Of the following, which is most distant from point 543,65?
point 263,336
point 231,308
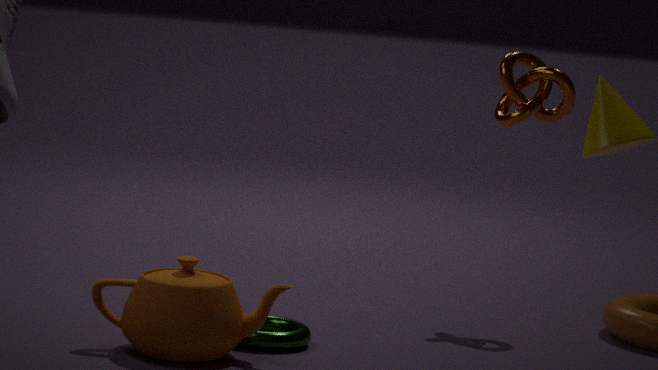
point 231,308
